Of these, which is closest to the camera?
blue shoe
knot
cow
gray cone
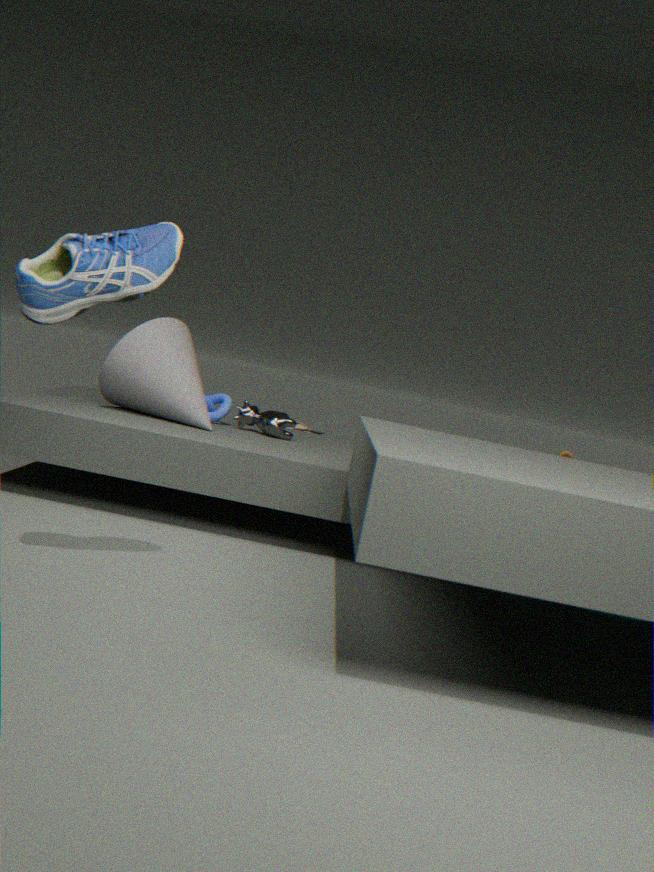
blue shoe
